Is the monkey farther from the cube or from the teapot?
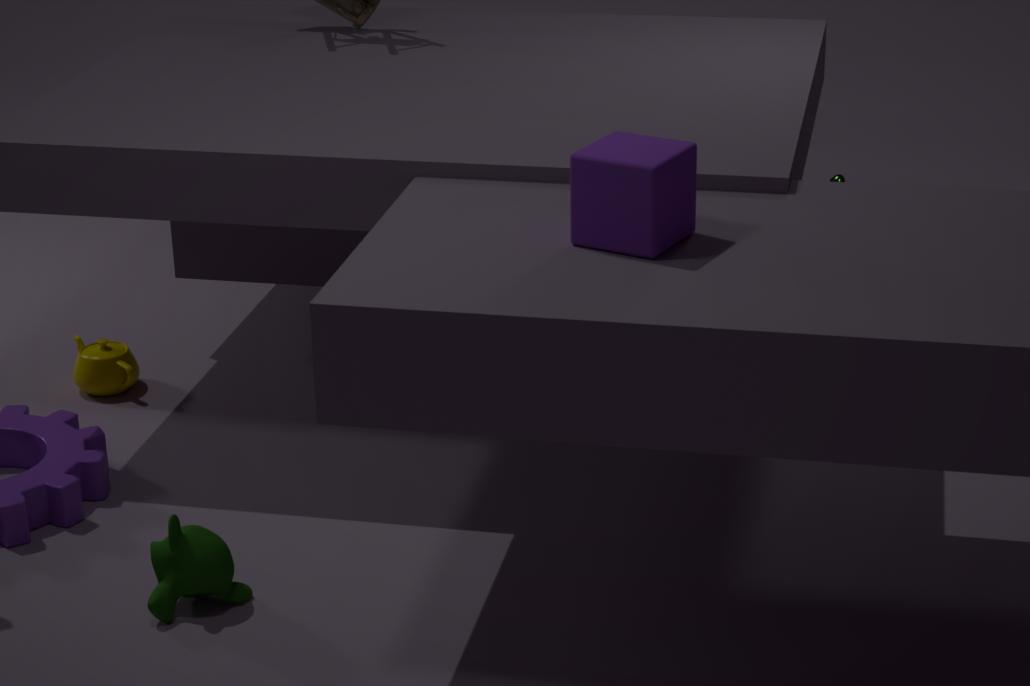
the teapot
